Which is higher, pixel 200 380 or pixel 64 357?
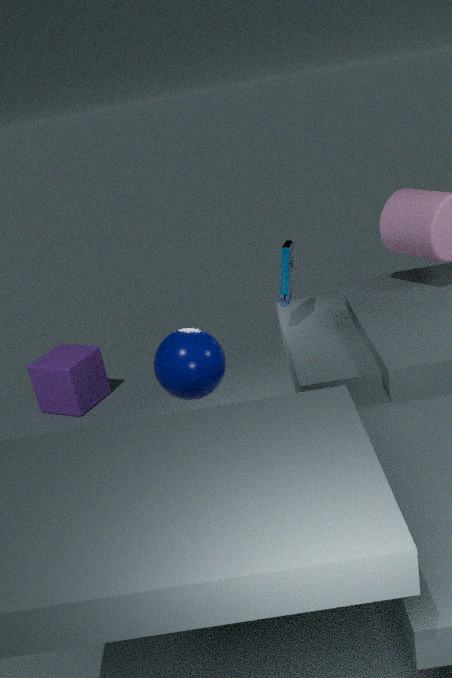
pixel 200 380
